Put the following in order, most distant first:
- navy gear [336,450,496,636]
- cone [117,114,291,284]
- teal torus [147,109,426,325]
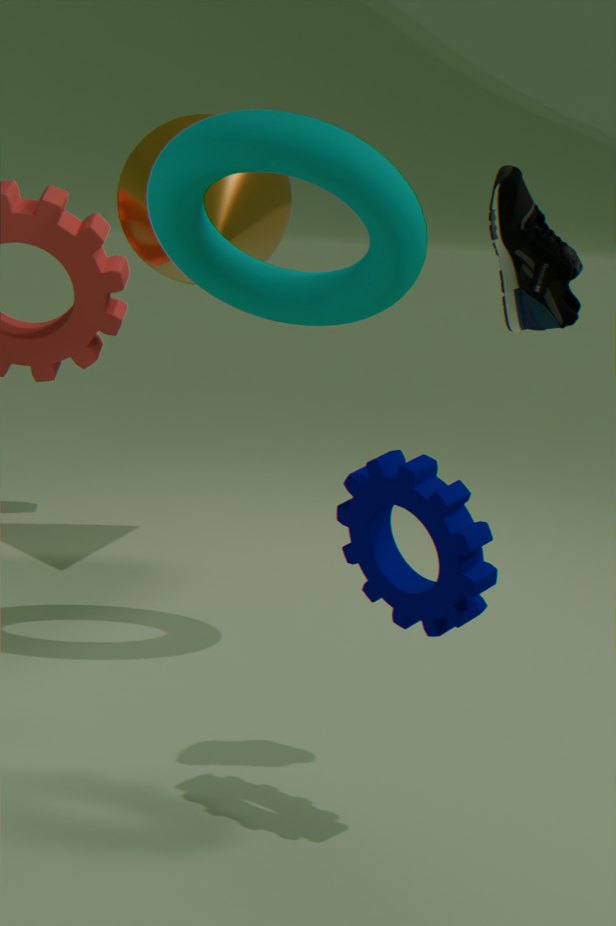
cone [117,114,291,284] < teal torus [147,109,426,325] < navy gear [336,450,496,636]
